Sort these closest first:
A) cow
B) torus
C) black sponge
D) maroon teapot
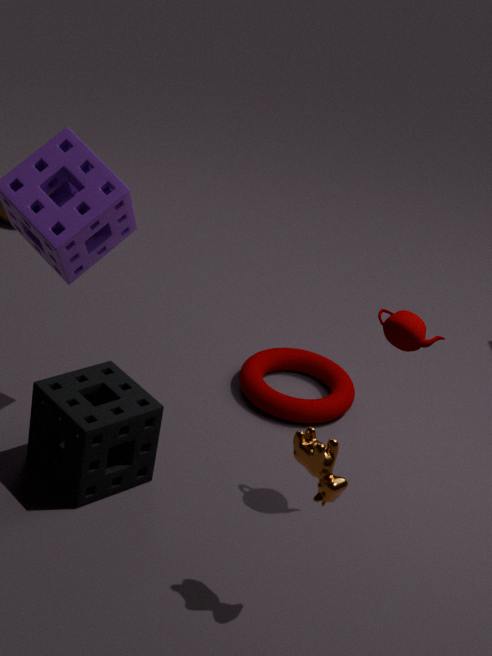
cow < maroon teapot < black sponge < torus
